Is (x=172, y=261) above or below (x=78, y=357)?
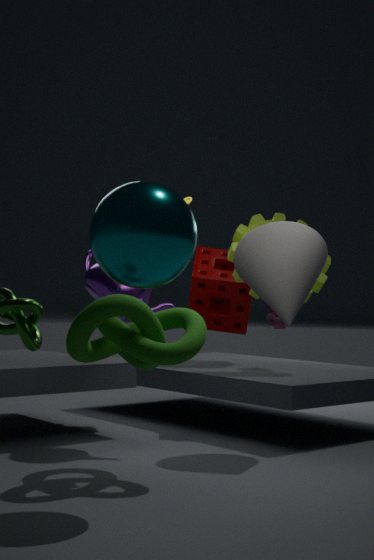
above
